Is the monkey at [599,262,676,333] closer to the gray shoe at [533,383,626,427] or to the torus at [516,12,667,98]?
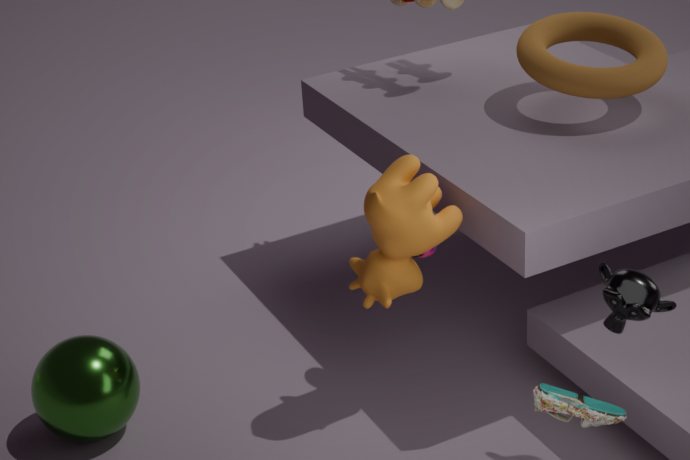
the gray shoe at [533,383,626,427]
